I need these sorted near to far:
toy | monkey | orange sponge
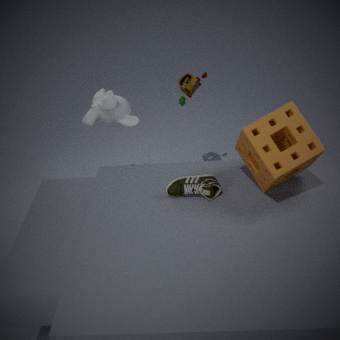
1. orange sponge
2. monkey
3. toy
